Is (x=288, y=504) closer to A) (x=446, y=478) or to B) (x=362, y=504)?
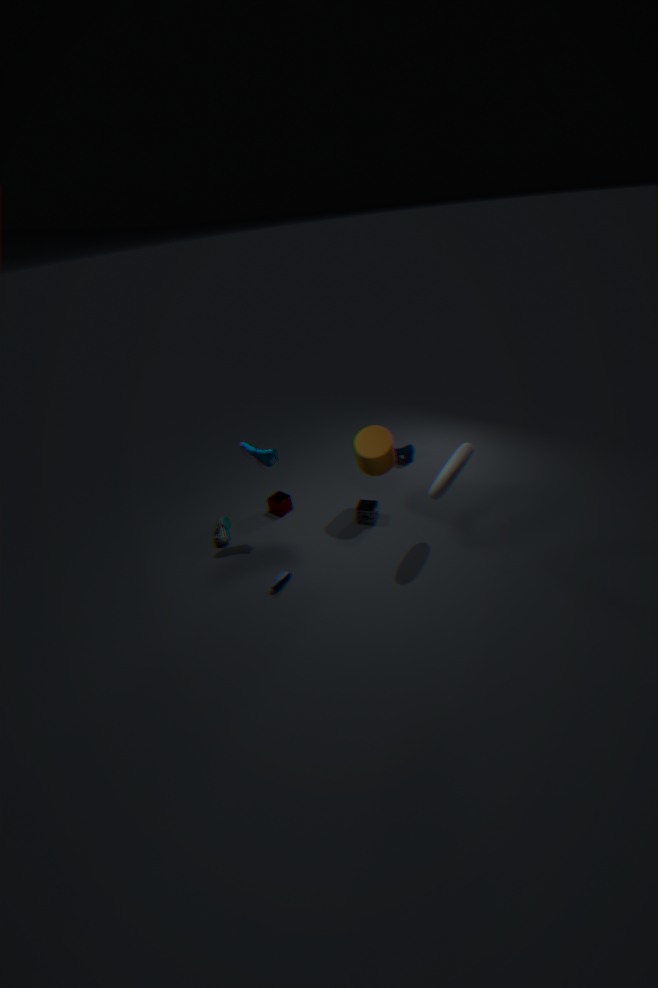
B) (x=362, y=504)
